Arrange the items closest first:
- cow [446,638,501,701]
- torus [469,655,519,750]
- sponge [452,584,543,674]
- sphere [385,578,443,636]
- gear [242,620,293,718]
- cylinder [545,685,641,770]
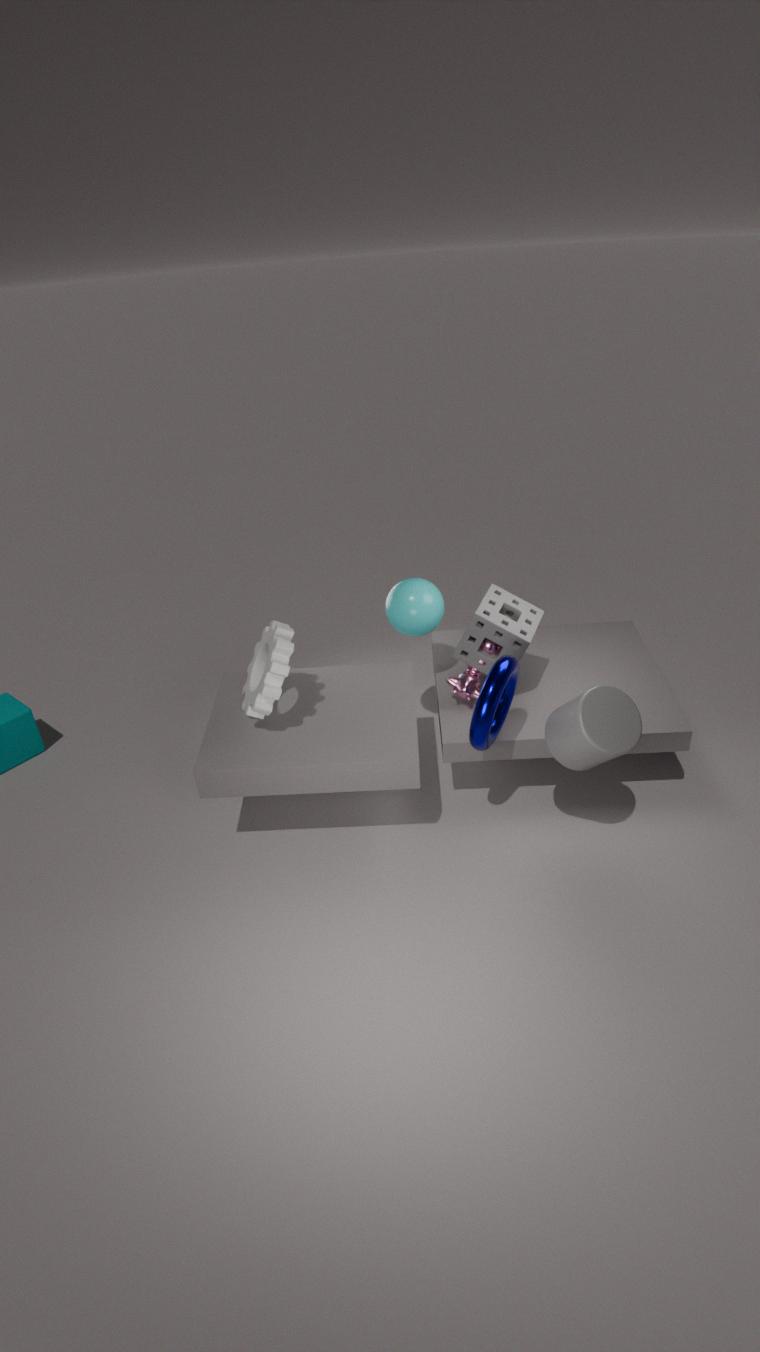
cylinder [545,685,641,770]
torus [469,655,519,750]
gear [242,620,293,718]
sponge [452,584,543,674]
sphere [385,578,443,636]
cow [446,638,501,701]
